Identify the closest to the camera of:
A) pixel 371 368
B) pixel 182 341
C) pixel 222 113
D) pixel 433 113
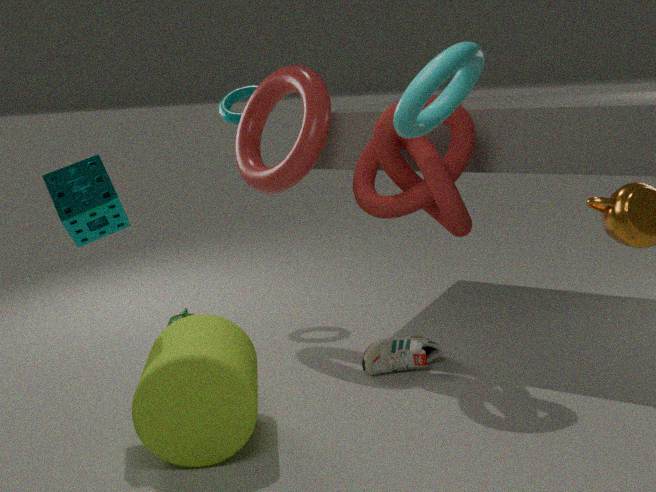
pixel 433 113
